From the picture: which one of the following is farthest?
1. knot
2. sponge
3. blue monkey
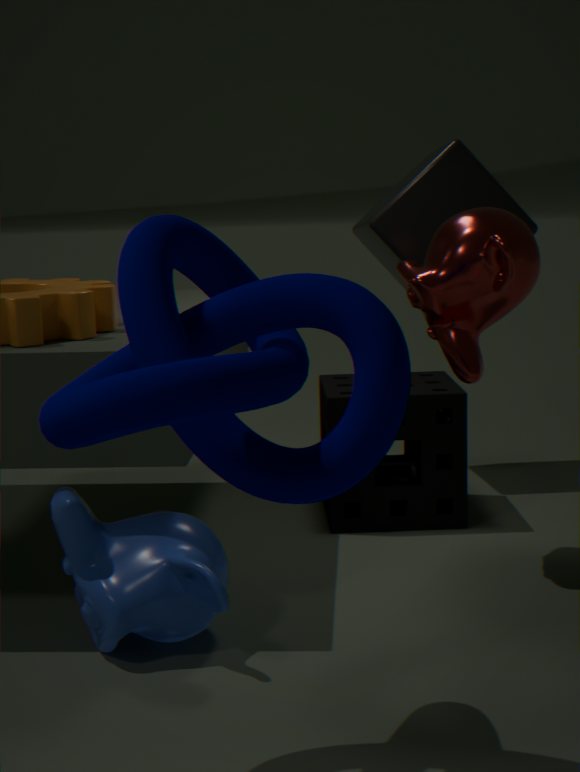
sponge
